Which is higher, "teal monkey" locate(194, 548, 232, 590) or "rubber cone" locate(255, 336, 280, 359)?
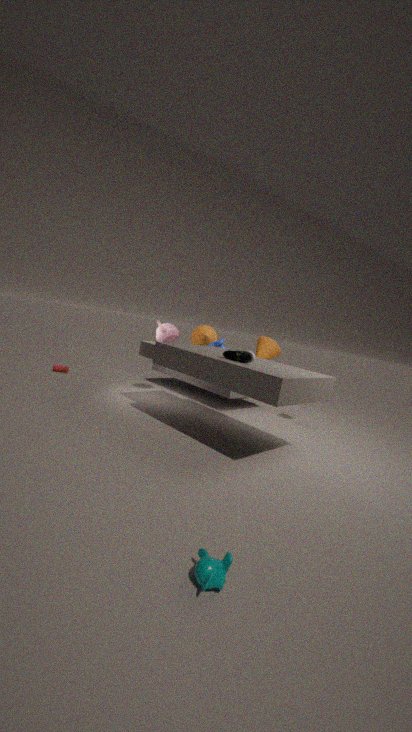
"rubber cone" locate(255, 336, 280, 359)
